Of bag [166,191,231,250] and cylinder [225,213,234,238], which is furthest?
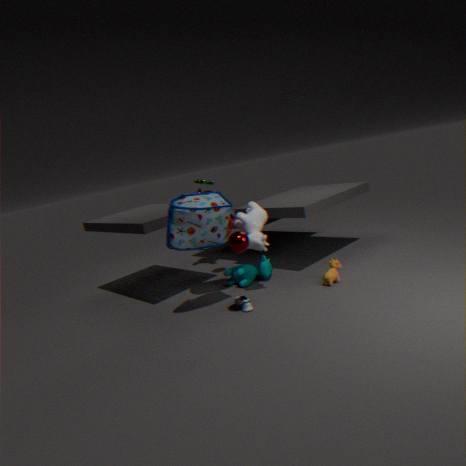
cylinder [225,213,234,238]
